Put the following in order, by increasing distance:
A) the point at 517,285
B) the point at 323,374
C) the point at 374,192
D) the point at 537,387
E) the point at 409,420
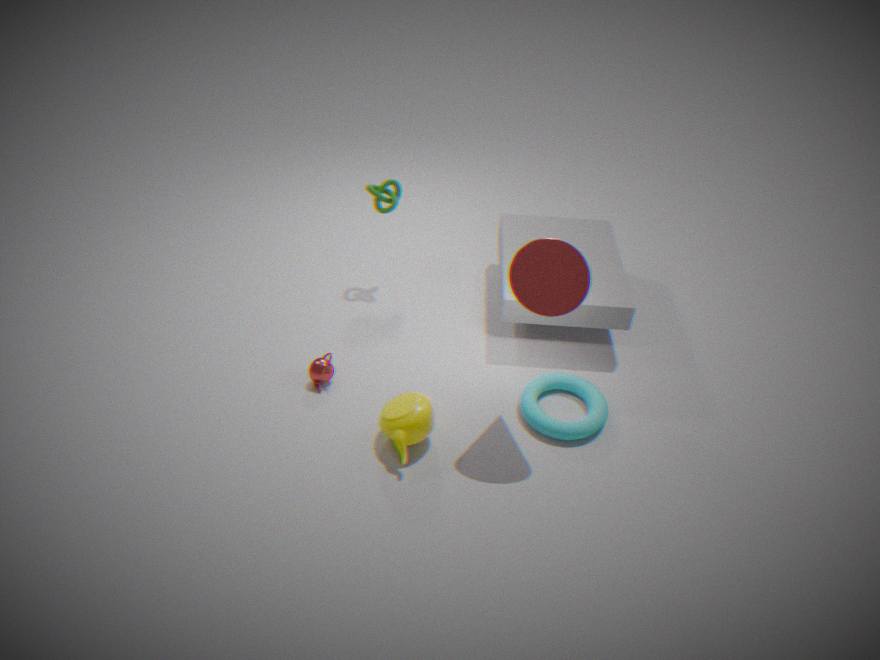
the point at 517,285
the point at 409,420
the point at 323,374
the point at 537,387
the point at 374,192
